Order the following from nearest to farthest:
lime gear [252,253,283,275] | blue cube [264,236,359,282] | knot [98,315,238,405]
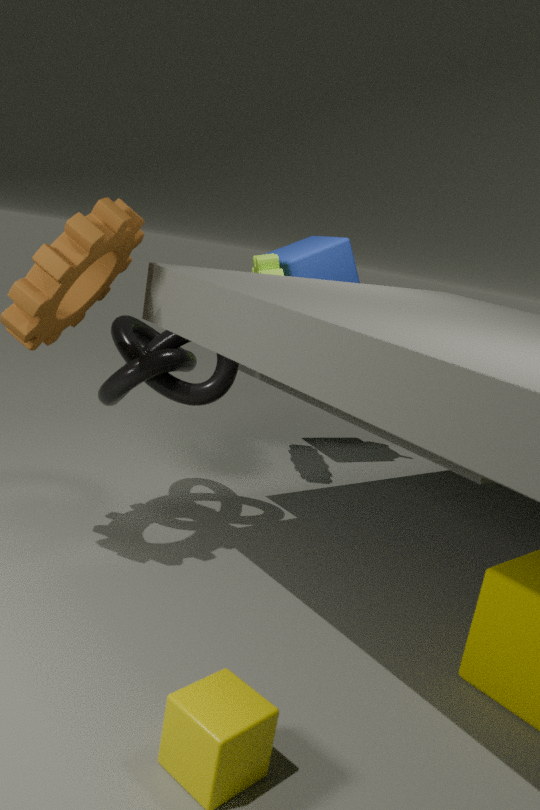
knot [98,315,238,405] < lime gear [252,253,283,275] < blue cube [264,236,359,282]
